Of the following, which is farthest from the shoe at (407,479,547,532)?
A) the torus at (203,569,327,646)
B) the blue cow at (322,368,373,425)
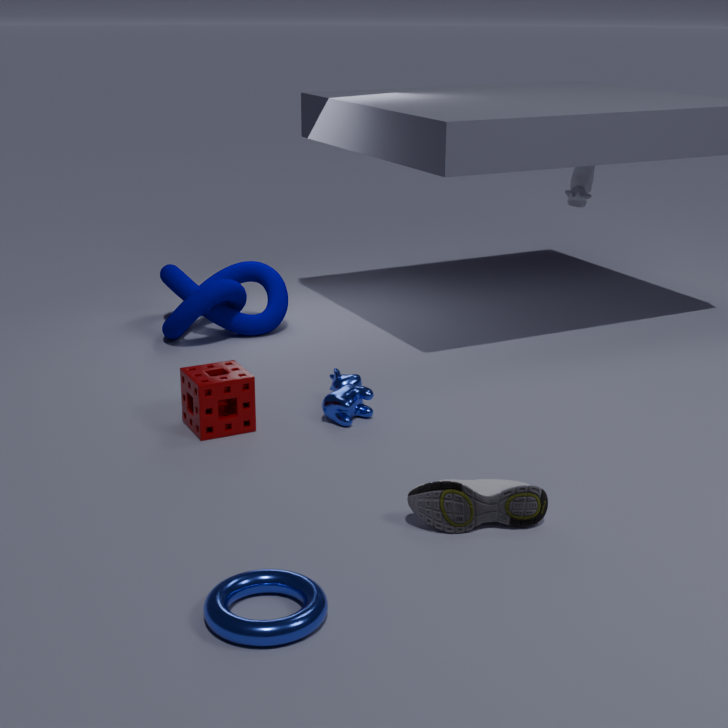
the blue cow at (322,368,373,425)
